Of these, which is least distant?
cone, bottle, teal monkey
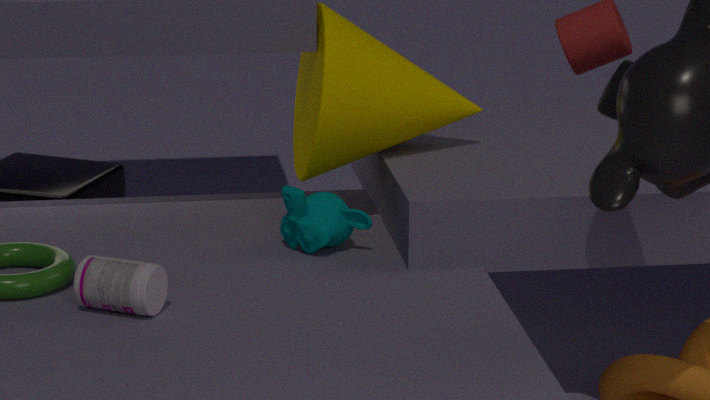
bottle
